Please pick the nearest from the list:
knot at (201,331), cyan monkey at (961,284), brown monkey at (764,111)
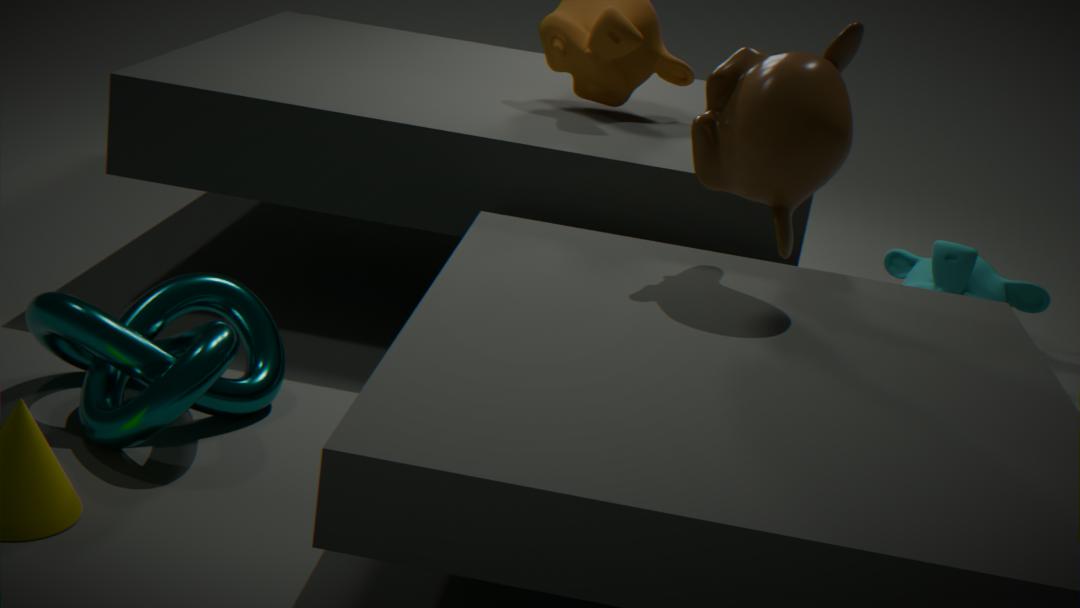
knot at (201,331)
